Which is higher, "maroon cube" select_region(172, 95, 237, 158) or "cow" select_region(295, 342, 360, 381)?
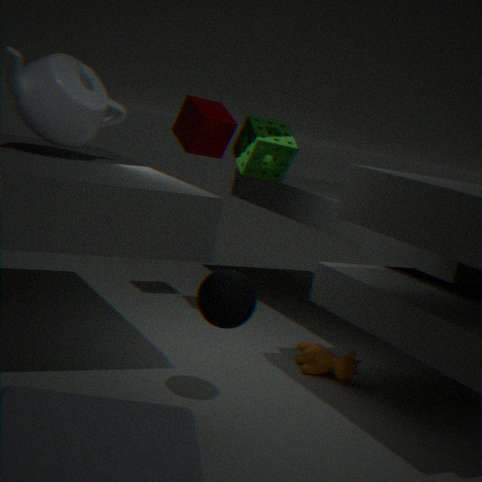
"maroon cube" select_region(172, 95, 237, 158)
